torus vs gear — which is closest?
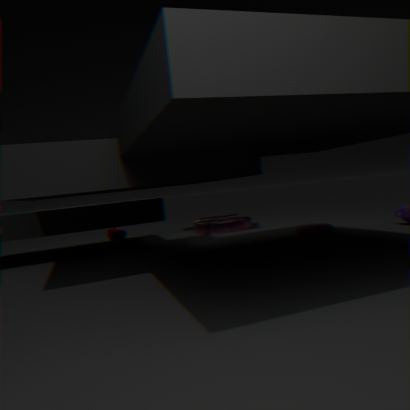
torus
